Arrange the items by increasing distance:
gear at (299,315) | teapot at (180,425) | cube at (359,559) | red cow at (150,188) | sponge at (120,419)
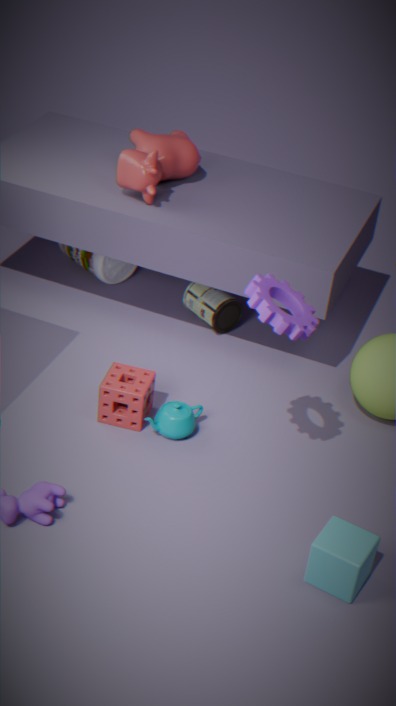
gear at (299,315) → cube at (359,559) → sponge at (120,419) → teapot at (180,425) → red cow at (150,188)
